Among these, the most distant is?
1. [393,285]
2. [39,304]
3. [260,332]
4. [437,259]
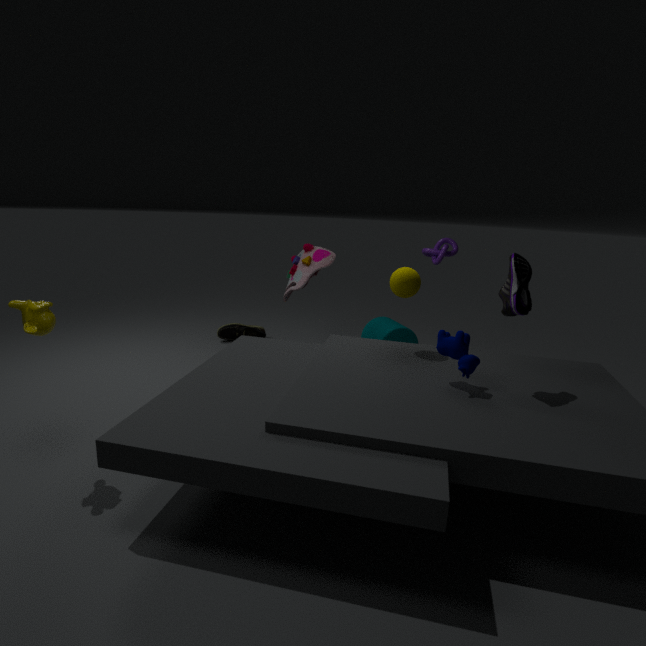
[260,332]
